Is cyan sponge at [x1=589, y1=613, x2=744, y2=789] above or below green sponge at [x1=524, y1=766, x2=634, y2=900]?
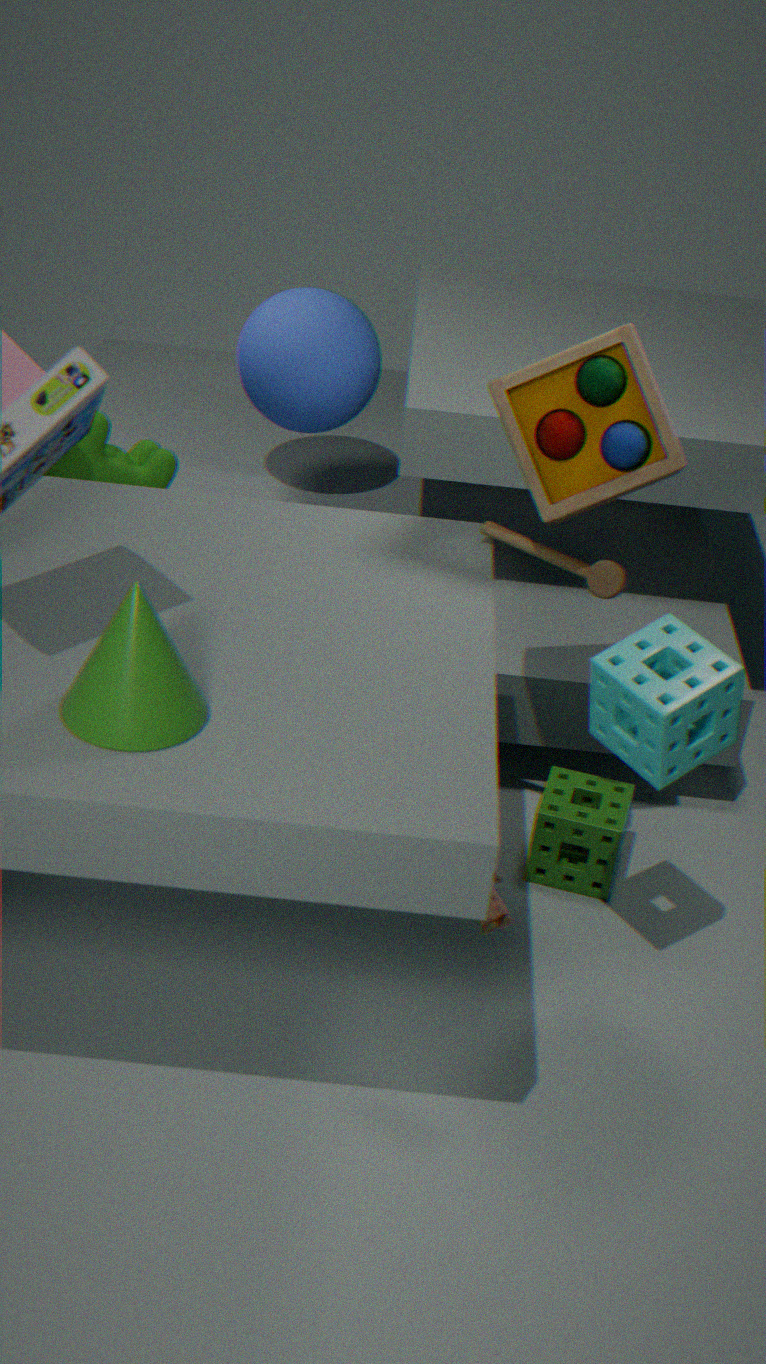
above
